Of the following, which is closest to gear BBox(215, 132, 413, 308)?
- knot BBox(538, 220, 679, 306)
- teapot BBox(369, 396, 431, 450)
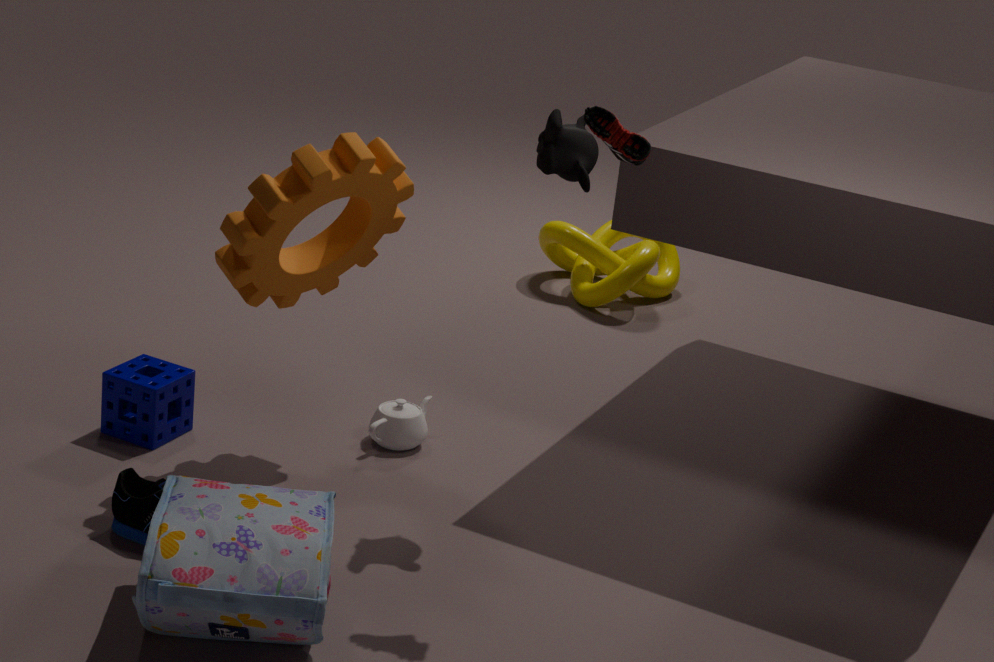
teapot BBox(369, 396, 431, 450)
